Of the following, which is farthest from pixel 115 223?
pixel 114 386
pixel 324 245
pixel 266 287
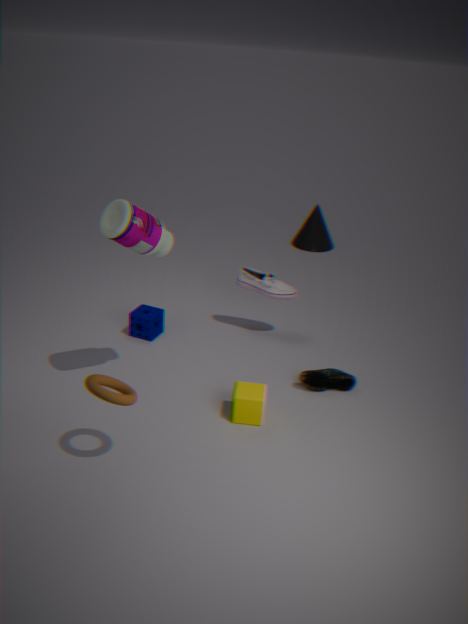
pixel 324 245
